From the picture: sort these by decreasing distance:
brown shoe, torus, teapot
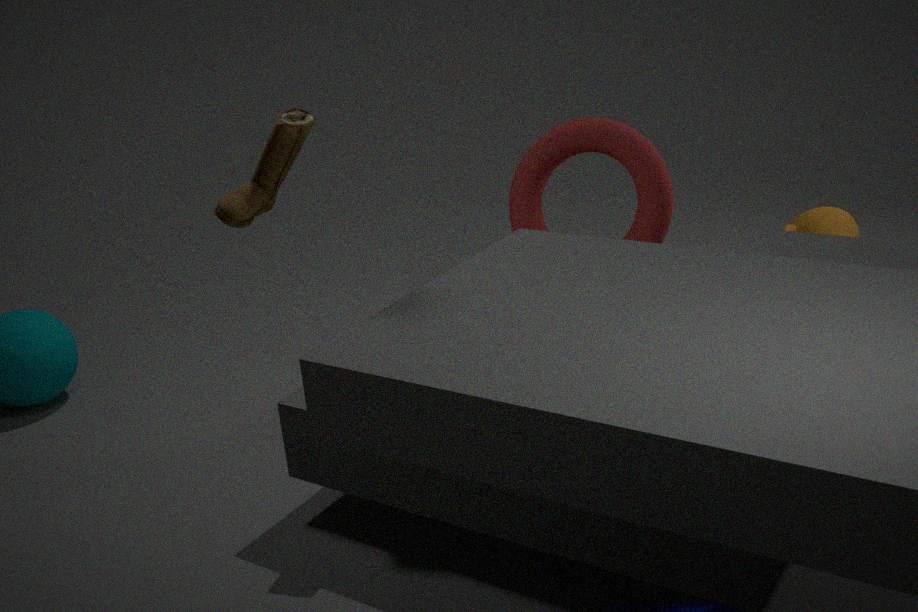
1. teapot
2. torus
3. brown shoe
